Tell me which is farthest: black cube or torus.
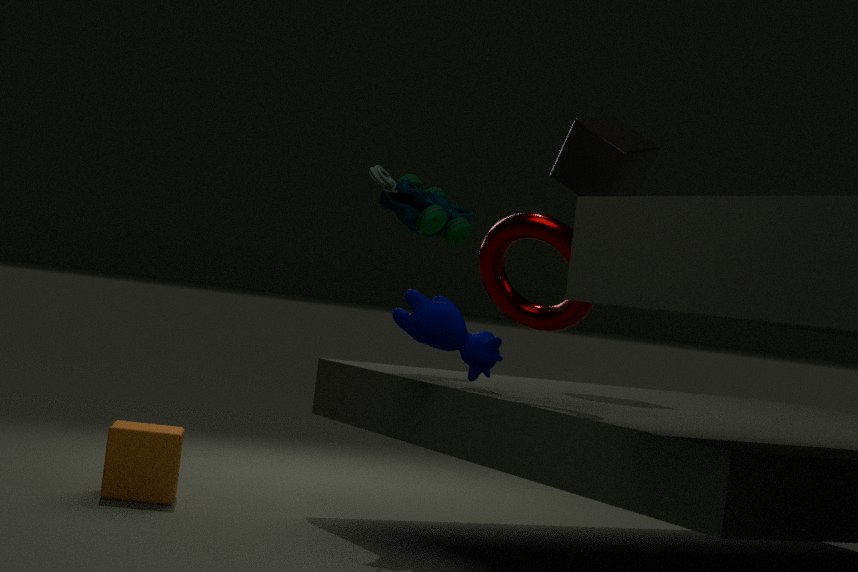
black cube
